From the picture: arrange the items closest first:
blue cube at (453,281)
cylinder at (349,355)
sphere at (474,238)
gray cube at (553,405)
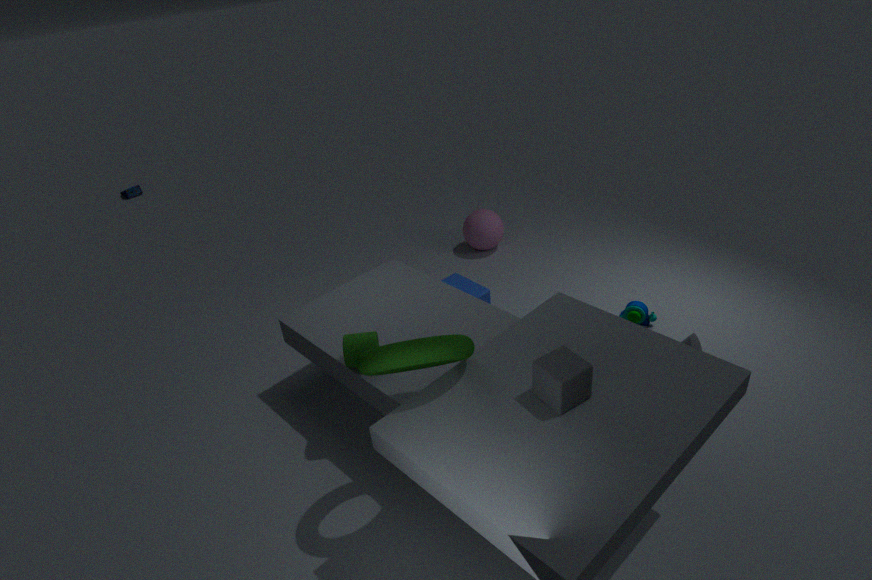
gray cube at (553,405), cylinder at (349,355), blue cube at (453,281), sphere at (474,238)
